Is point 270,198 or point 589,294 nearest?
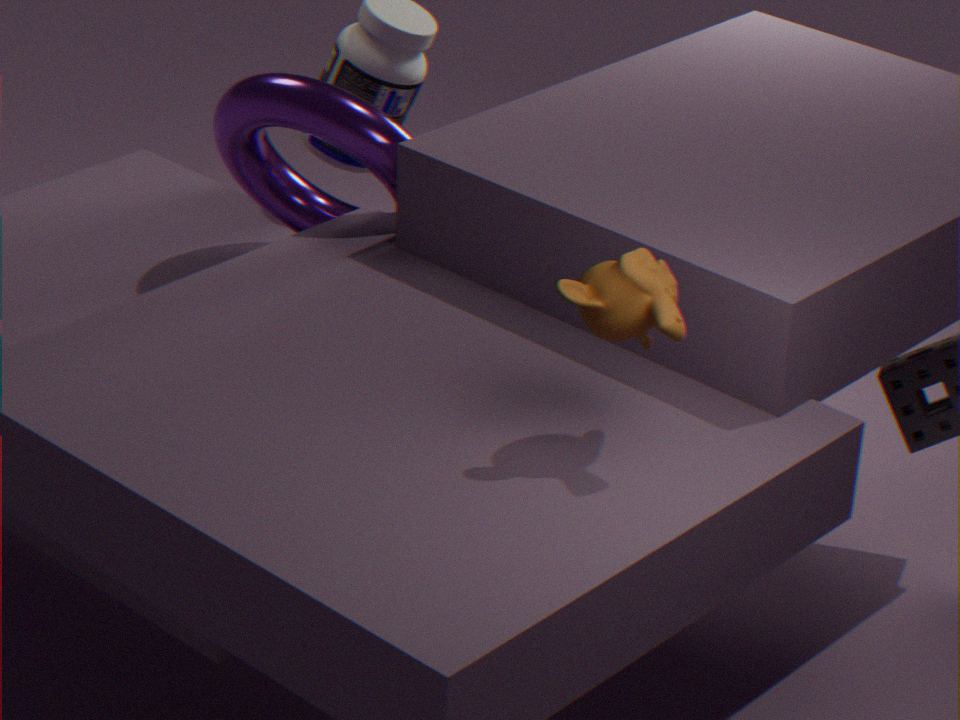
point 589,294
